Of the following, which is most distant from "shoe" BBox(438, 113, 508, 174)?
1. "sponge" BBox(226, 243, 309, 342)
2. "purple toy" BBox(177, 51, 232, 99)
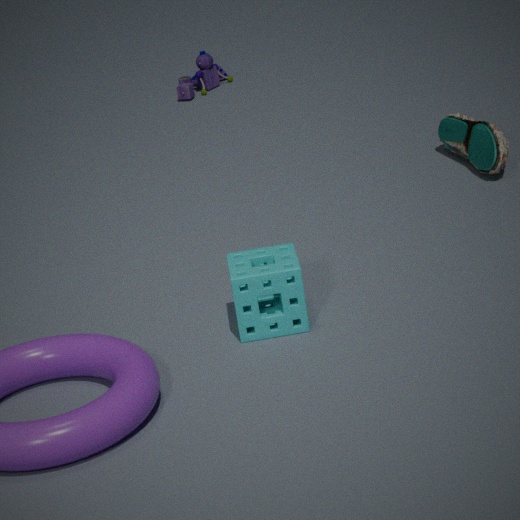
"purple toy" BBox(177, 51, 232, 99)
